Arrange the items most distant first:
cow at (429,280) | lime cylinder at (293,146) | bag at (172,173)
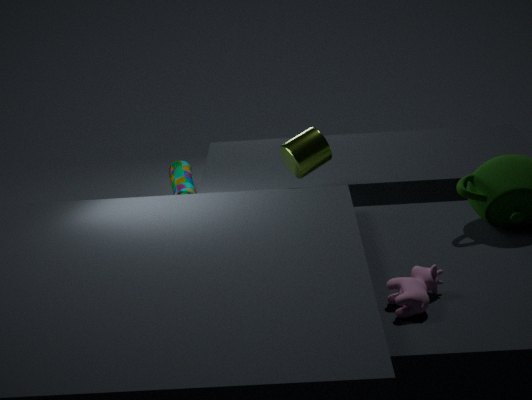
bag at (172,173) → lime cylinder at (293,146) → cow at (429,280)
